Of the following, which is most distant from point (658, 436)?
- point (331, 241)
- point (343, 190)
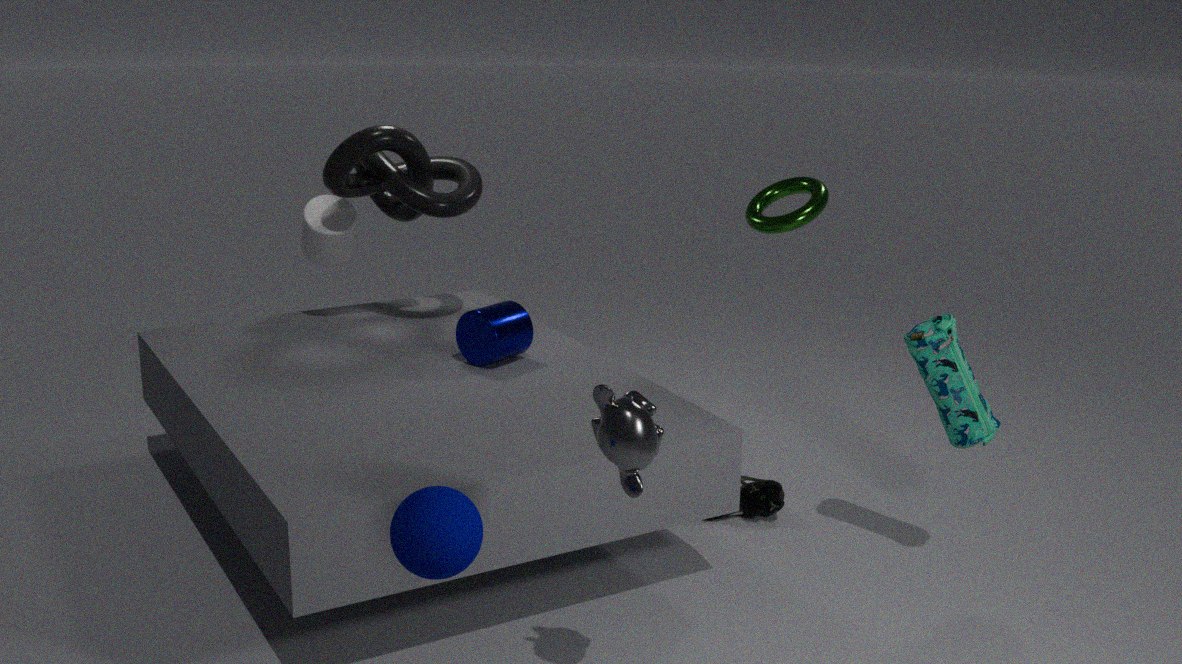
point (331, 241)
